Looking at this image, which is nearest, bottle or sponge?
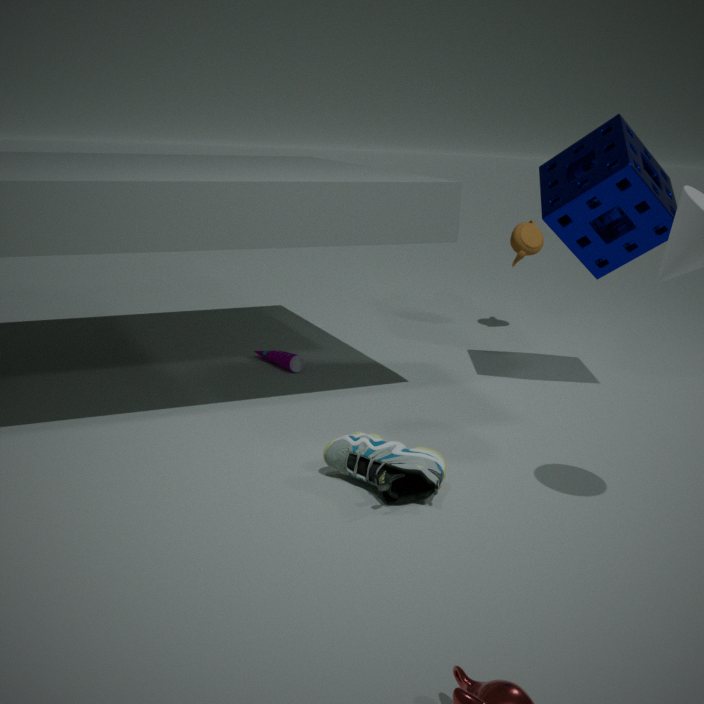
sponge
